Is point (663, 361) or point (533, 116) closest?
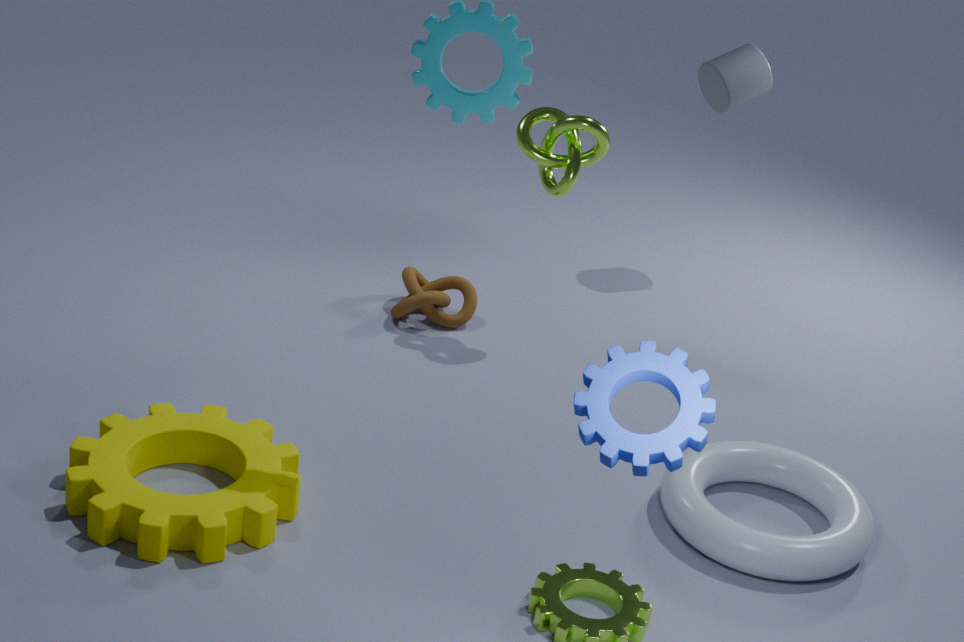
point (663, 361)
